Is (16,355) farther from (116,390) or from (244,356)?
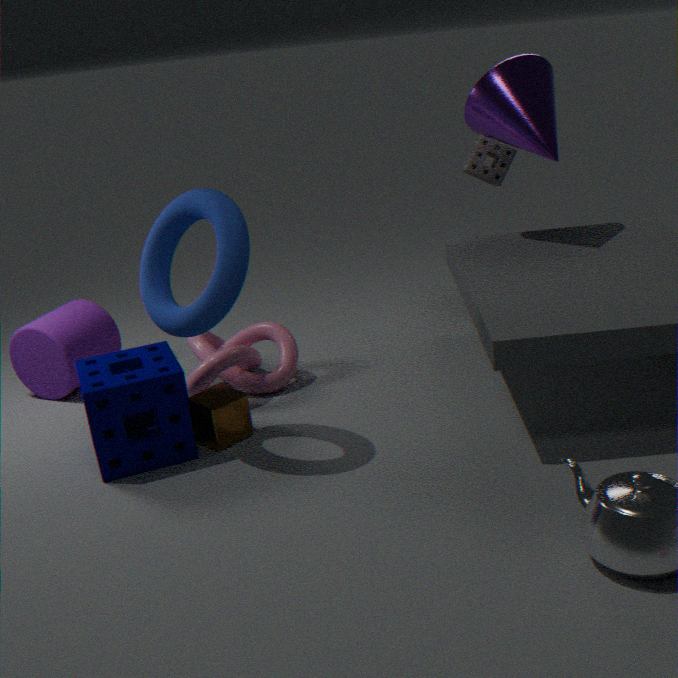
(116,390)
